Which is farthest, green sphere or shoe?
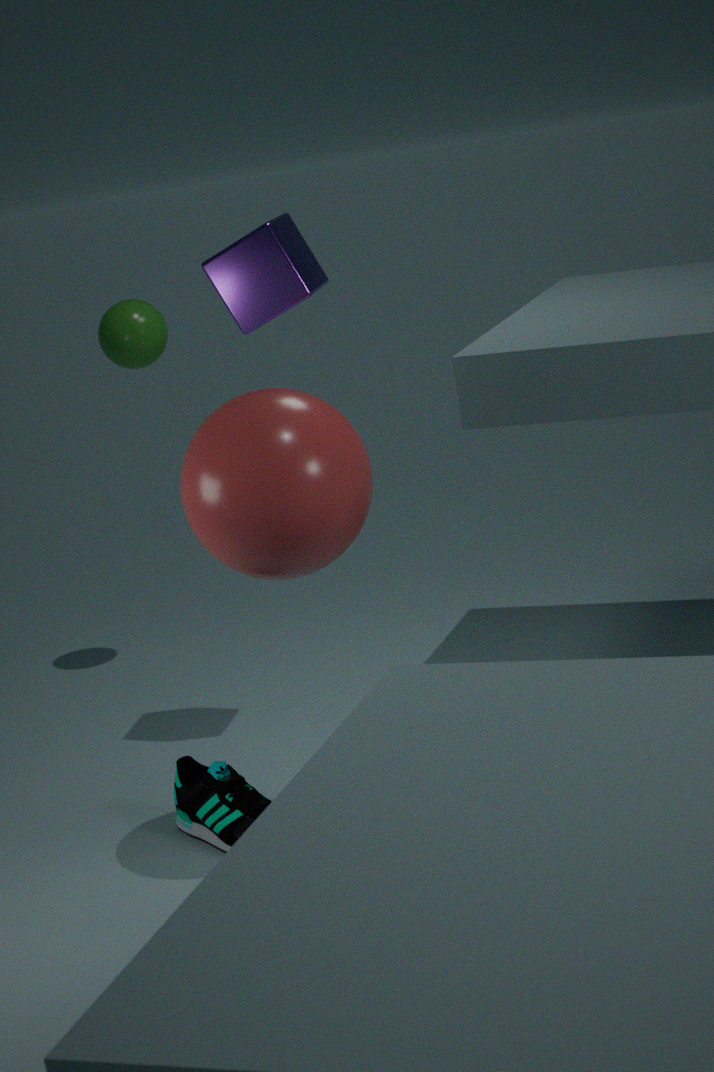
green sphere
